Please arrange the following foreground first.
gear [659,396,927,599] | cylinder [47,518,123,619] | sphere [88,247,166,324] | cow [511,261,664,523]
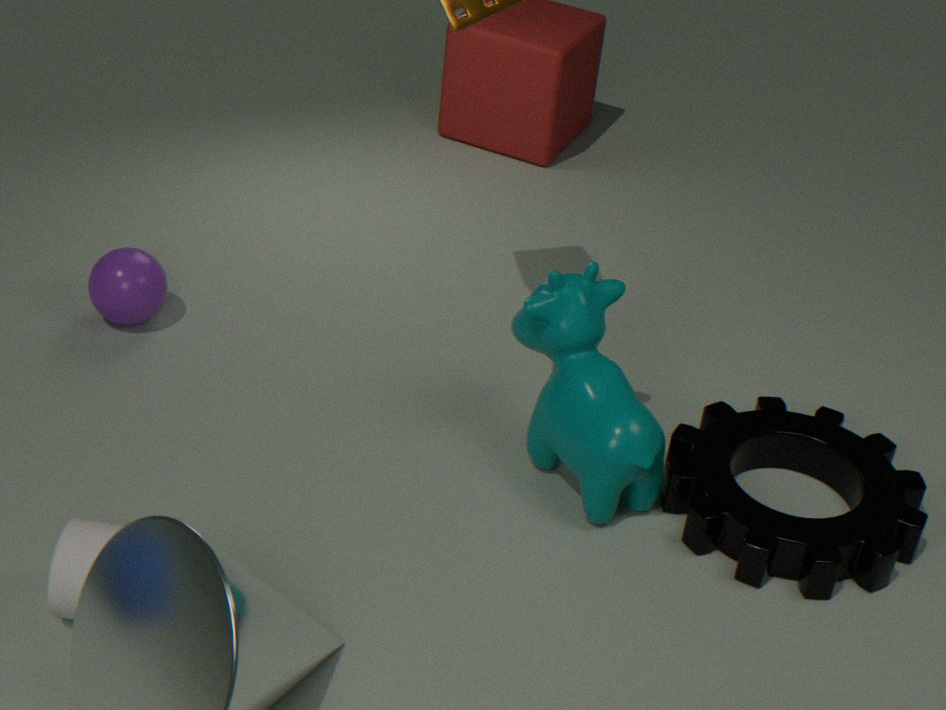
1. cylinder [47,518,123,619]
2. gear [659,396,927,599]
3. cow [511,261,664,523]
4. sphere [88,247,166,324]
